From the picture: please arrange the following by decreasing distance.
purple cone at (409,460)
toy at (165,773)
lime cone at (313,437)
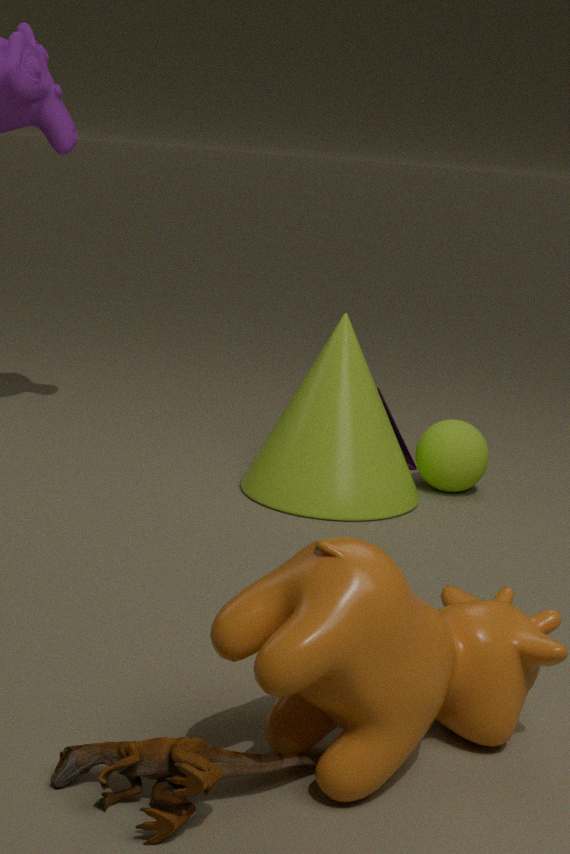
purple cone at (409,460) < lime cone at (313,437) < toy at (165,773)
